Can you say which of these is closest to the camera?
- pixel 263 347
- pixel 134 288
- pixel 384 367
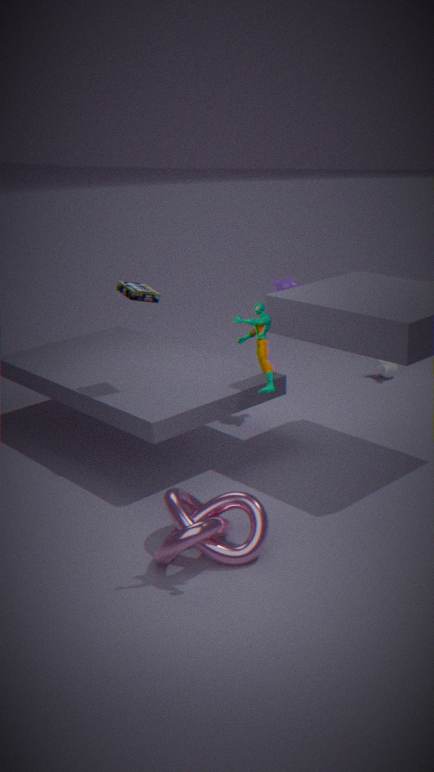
pixel 263 347
